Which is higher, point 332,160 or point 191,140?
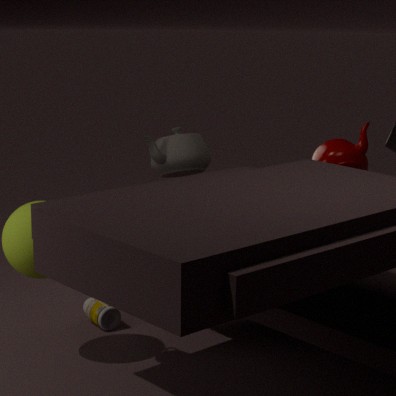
point 191,140
